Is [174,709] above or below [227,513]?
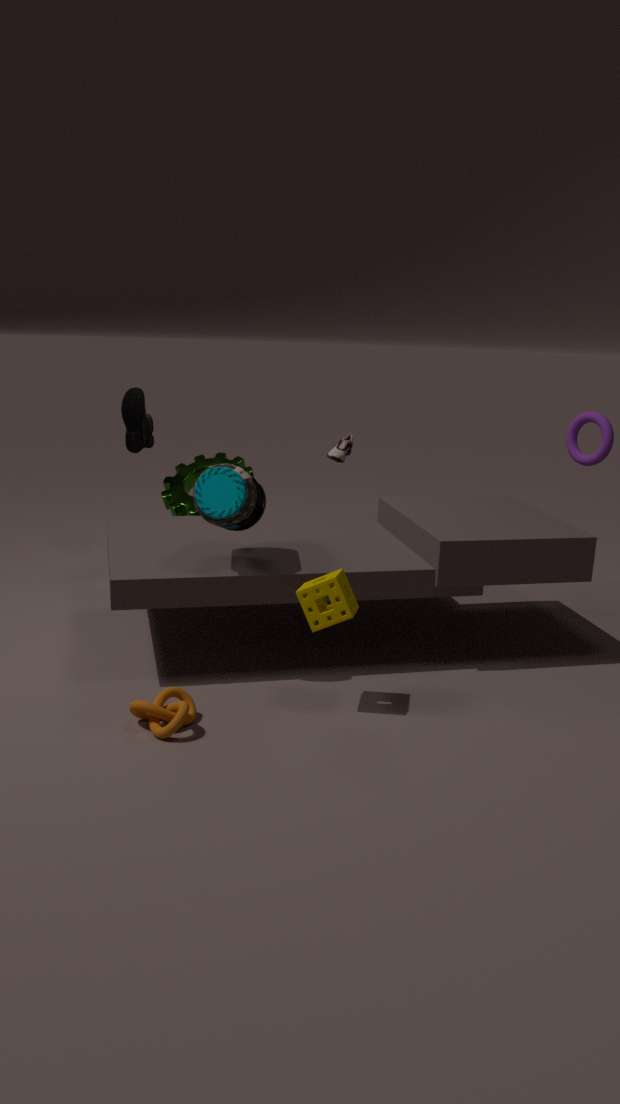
below
